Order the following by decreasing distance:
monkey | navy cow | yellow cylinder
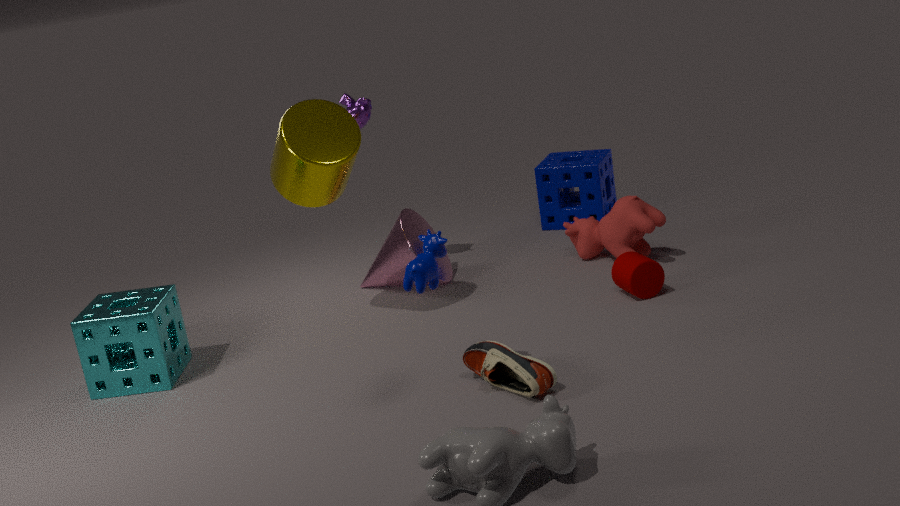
monkey → yellow cylinder → navy cow
